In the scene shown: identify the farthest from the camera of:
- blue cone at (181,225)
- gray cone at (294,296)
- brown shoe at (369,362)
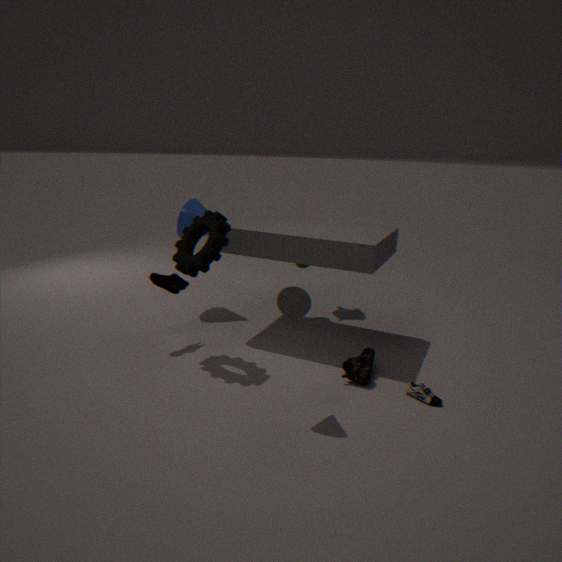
blue cone at (181,225)
